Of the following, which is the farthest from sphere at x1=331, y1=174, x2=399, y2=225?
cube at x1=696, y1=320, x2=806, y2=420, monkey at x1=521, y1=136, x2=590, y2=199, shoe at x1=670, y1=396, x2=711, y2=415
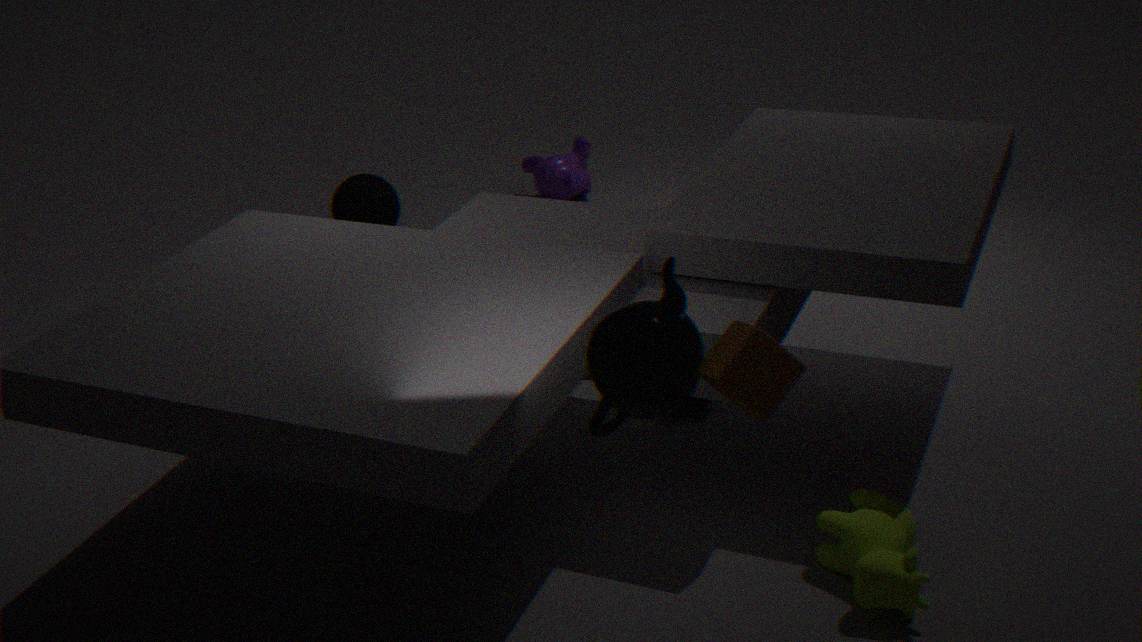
cube at x1=696, y1=320, x2=806, y2=420
